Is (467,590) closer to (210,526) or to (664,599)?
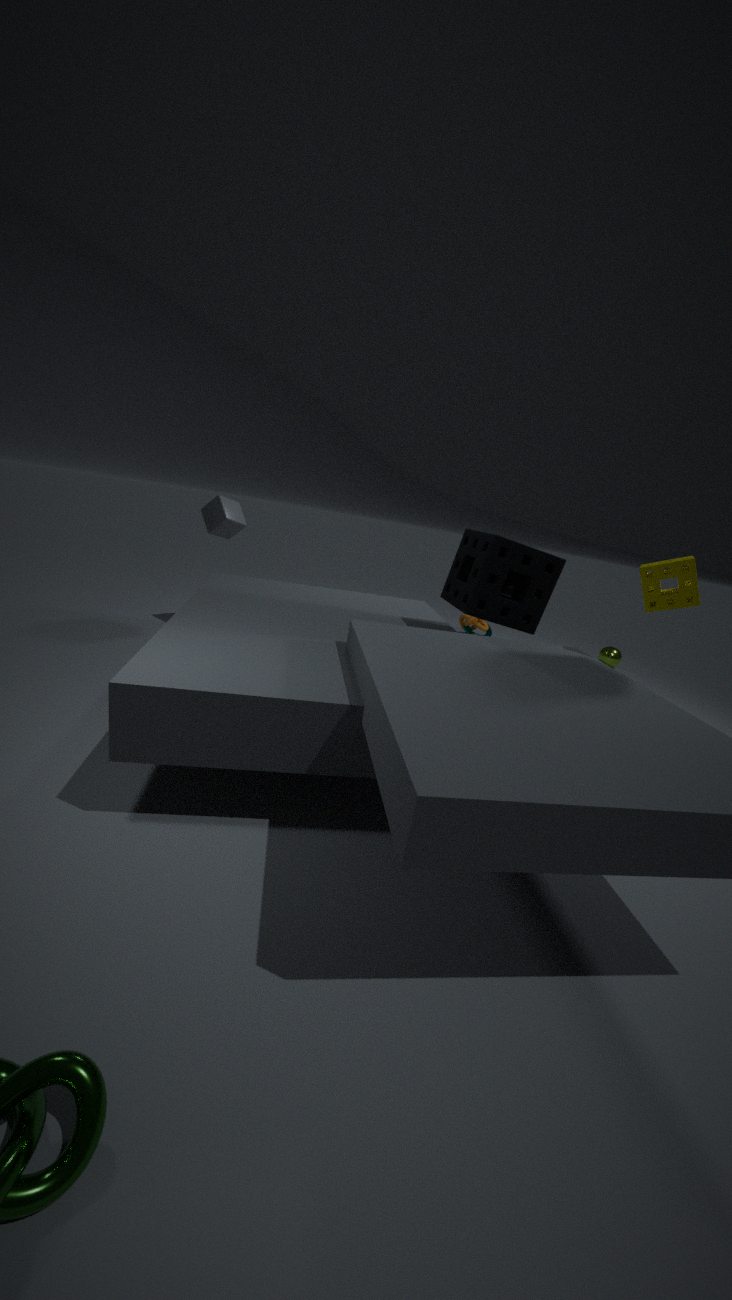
(664,599)
